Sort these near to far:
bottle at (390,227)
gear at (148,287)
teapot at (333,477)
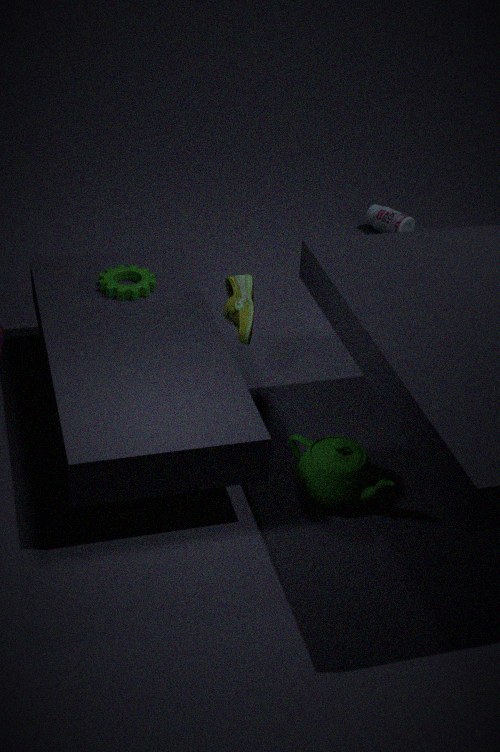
teapot at (333,477), gear at (148,287), bottle at (390,227)
